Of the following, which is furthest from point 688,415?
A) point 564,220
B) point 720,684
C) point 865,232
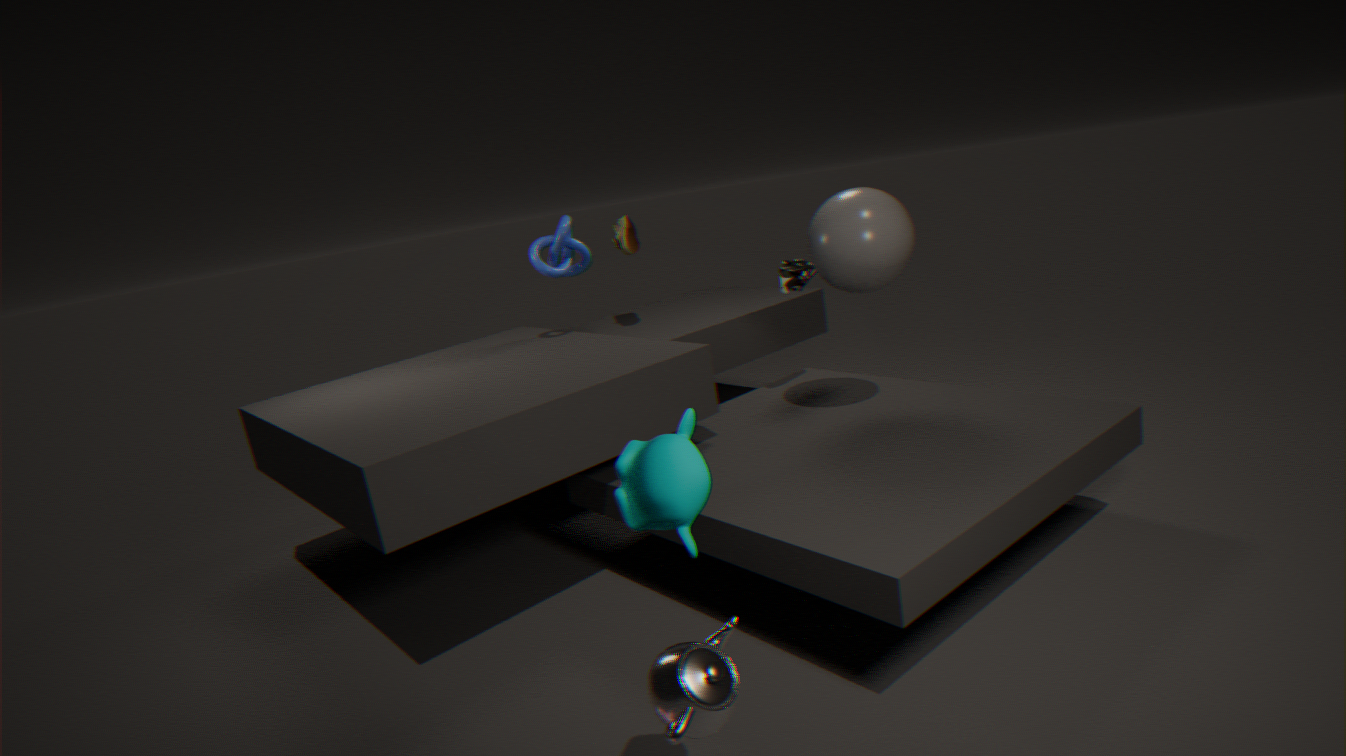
point 564,220
